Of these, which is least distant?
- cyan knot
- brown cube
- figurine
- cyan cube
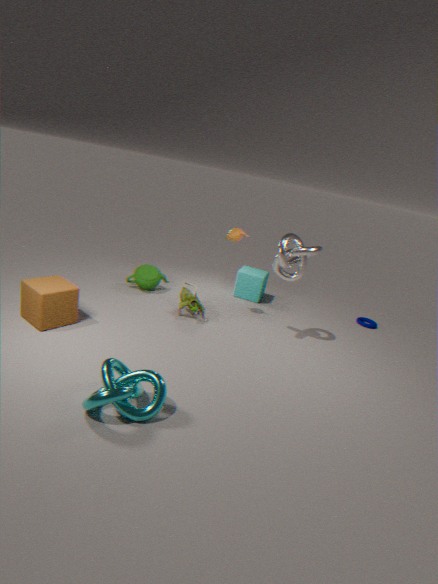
cyan knot
